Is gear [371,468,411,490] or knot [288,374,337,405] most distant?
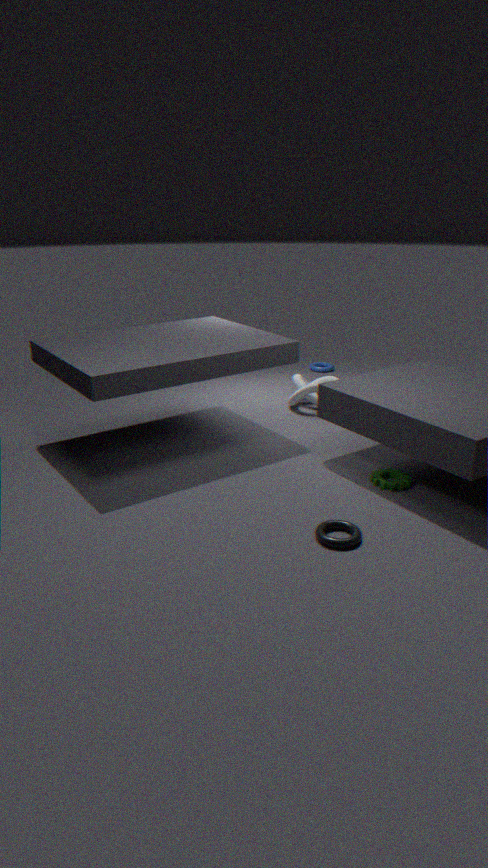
knot [288,374,337,405]
